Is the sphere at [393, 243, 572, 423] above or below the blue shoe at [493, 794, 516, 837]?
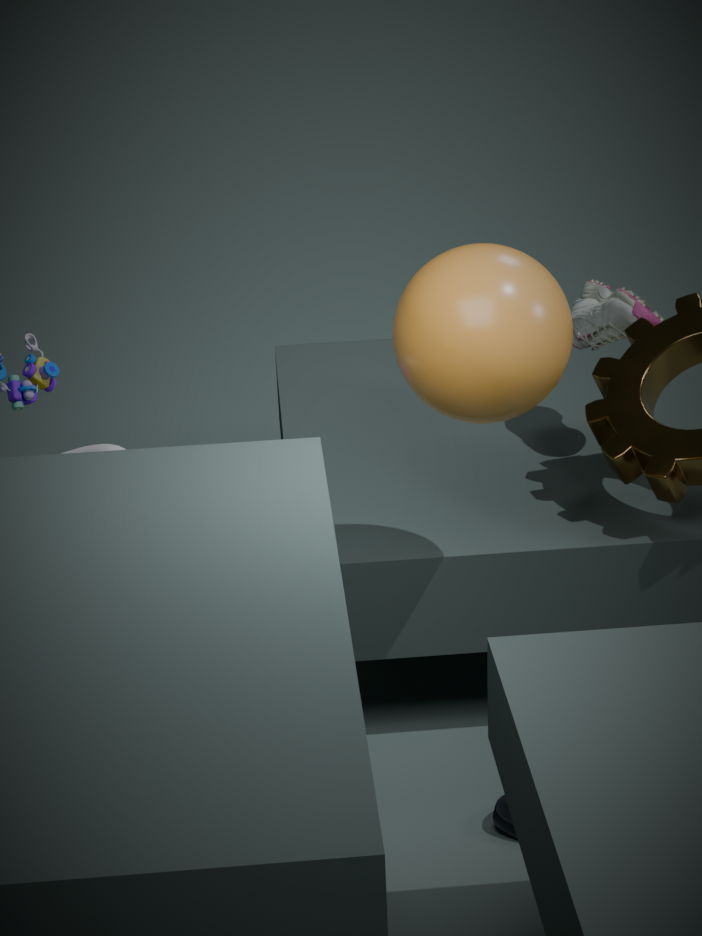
above
